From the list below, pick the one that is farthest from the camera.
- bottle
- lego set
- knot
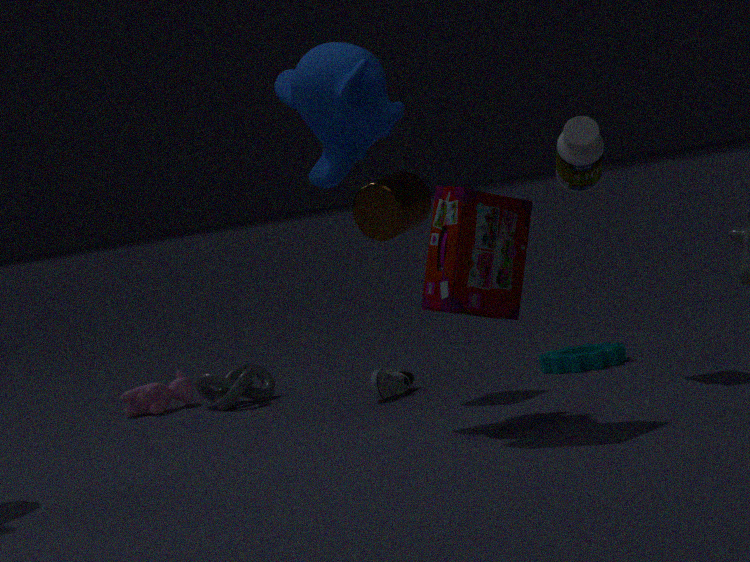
knot
